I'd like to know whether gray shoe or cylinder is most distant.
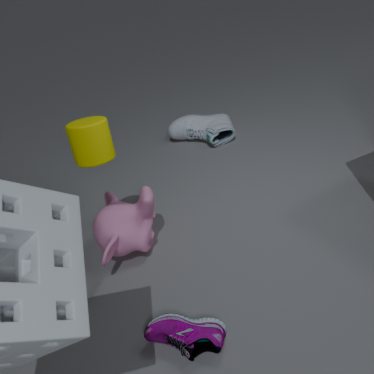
gray shoe
